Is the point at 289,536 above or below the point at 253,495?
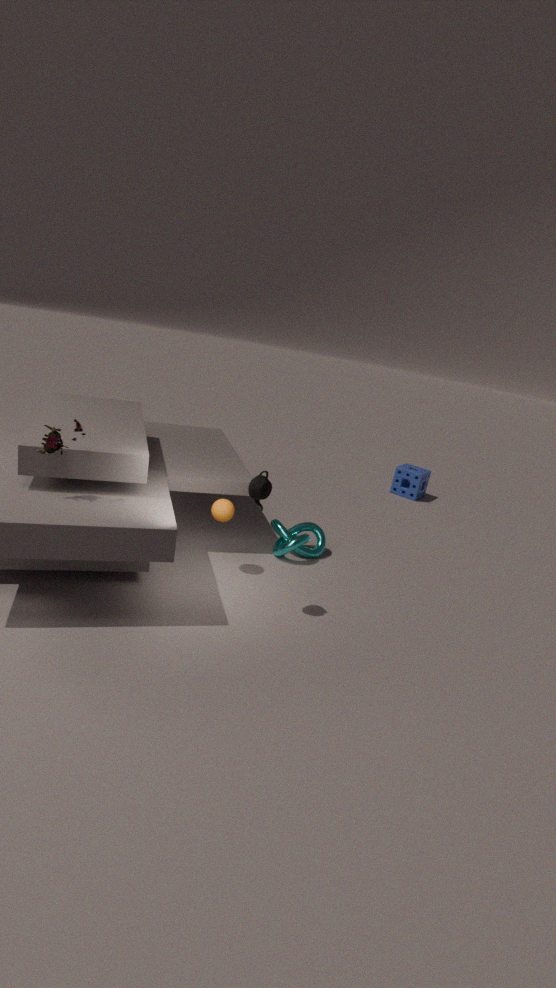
below
